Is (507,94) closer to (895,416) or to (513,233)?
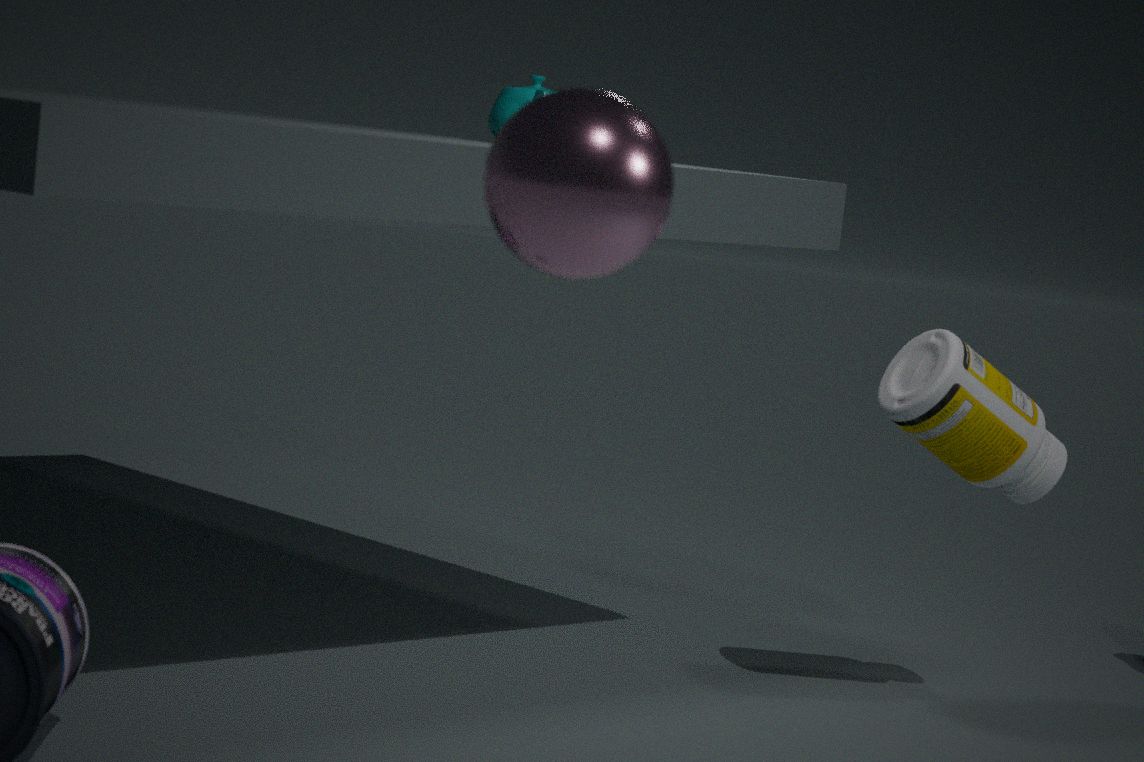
(895,416)
